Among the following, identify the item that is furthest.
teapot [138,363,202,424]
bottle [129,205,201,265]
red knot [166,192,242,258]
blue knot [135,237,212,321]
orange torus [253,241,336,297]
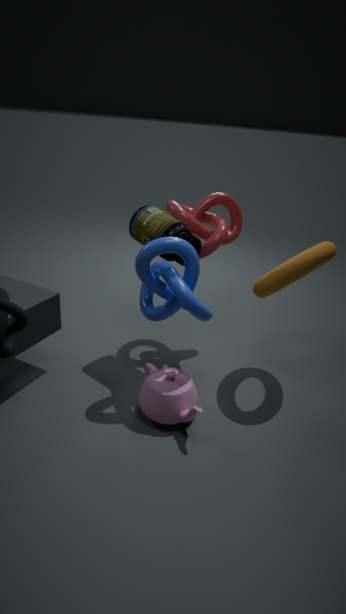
red knot [166,192,242,258]
